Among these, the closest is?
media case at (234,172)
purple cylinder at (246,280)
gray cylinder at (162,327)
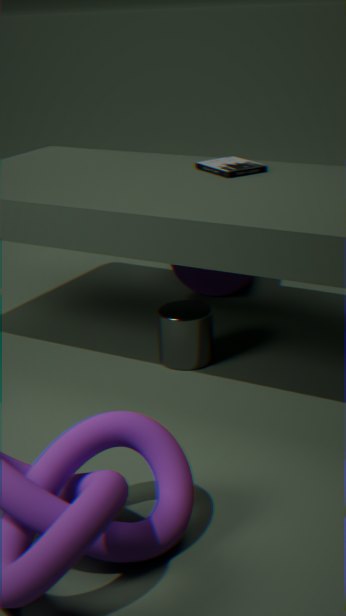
gray cylinder at (162,327)
